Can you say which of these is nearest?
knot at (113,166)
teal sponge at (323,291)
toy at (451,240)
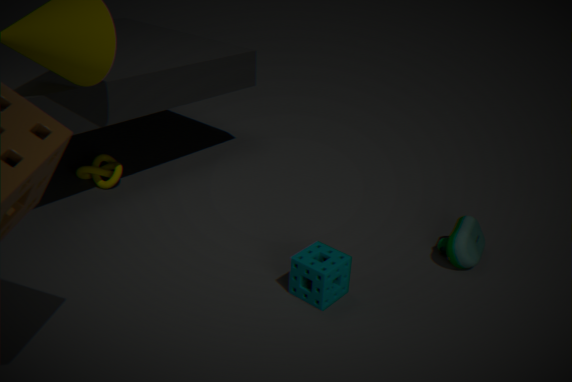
teal sponge at (323,291)
